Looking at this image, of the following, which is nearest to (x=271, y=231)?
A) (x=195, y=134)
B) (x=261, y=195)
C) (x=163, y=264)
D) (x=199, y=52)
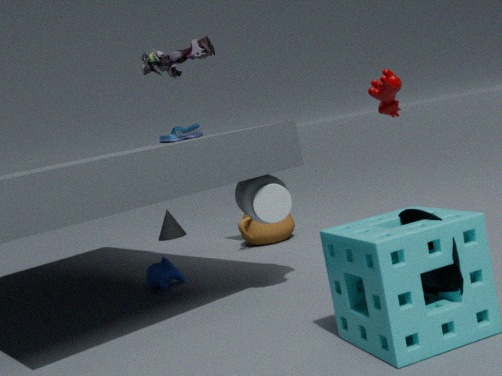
(x=163, y=264)
